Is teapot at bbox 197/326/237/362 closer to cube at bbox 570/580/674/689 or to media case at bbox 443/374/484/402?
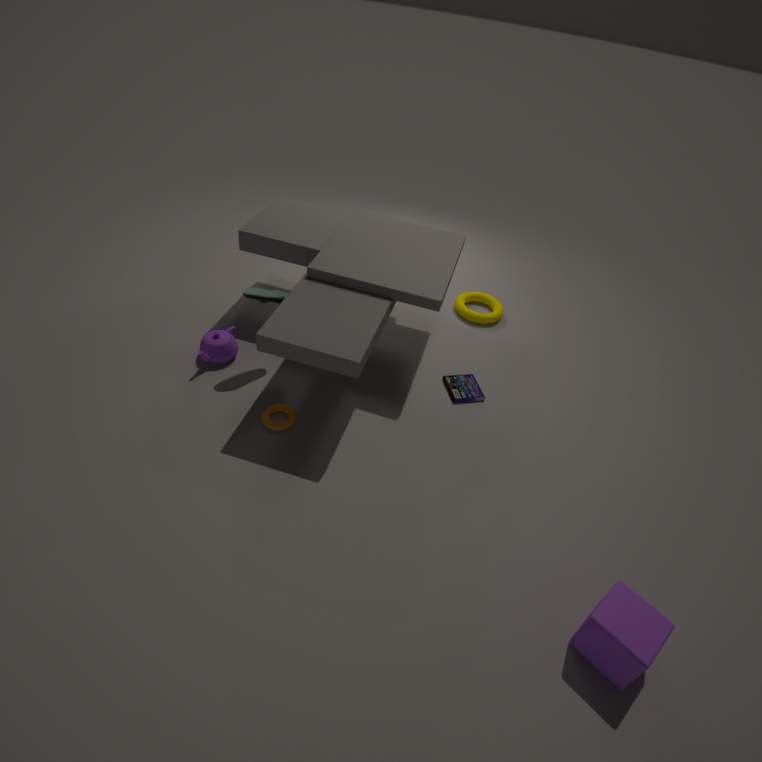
media case at bbox 443/374/484/402
